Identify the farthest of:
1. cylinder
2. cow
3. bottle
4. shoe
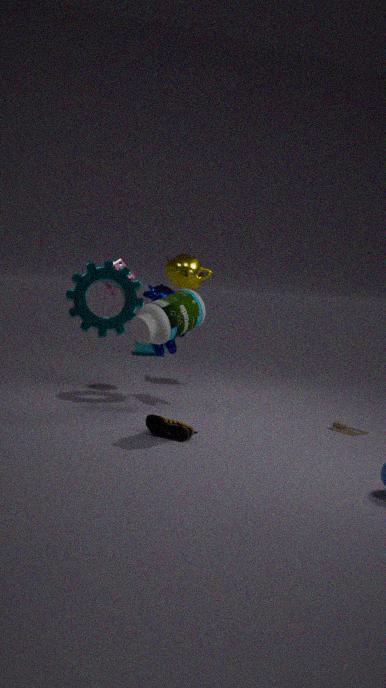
cylinder
